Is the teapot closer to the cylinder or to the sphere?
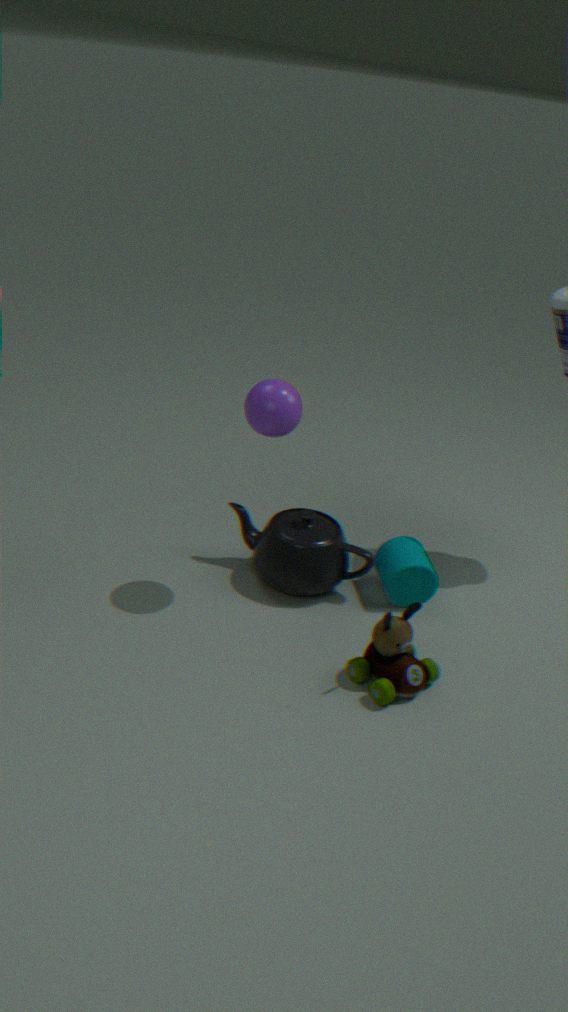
the cylinder
